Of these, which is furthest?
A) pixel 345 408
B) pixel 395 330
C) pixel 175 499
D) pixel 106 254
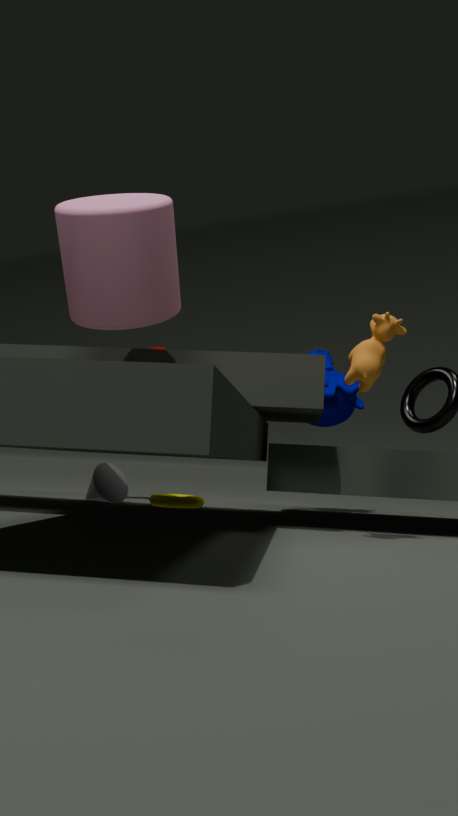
pixel 345 408
